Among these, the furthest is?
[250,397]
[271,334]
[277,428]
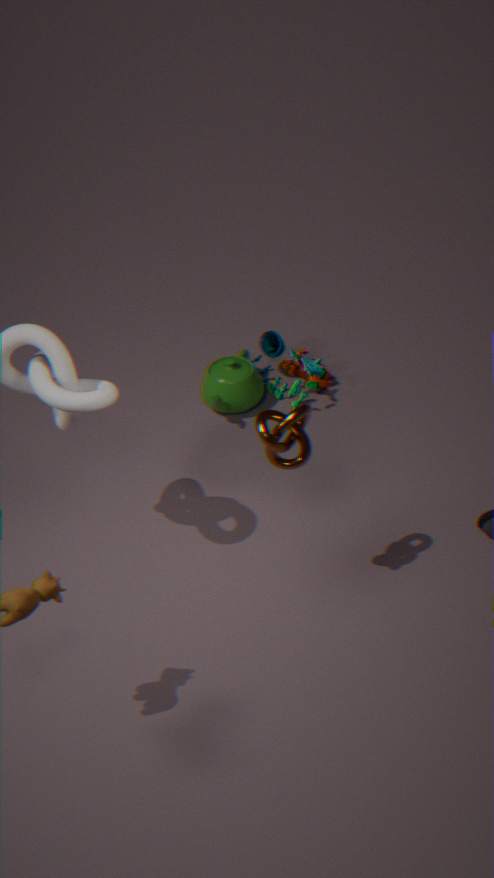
[271,334]
